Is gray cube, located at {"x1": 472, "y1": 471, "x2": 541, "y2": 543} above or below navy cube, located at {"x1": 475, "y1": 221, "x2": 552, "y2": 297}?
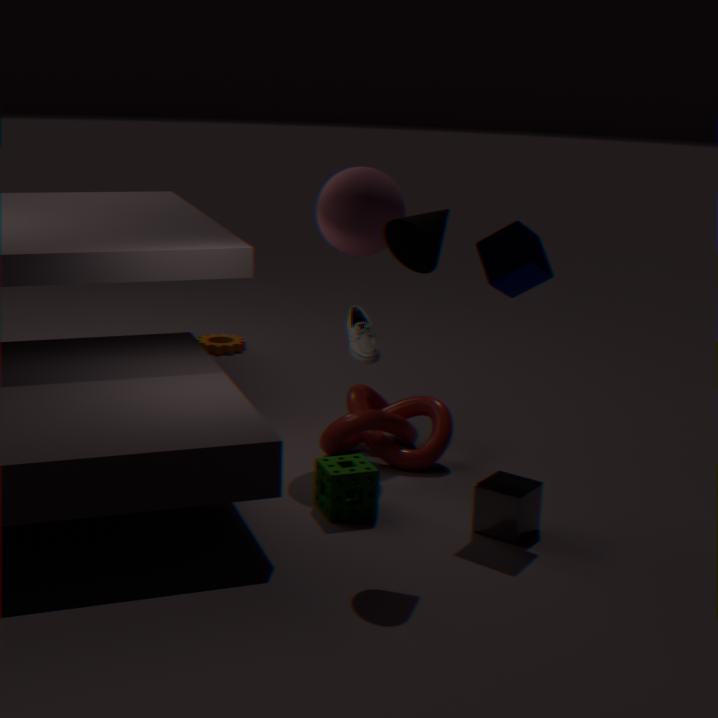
below
